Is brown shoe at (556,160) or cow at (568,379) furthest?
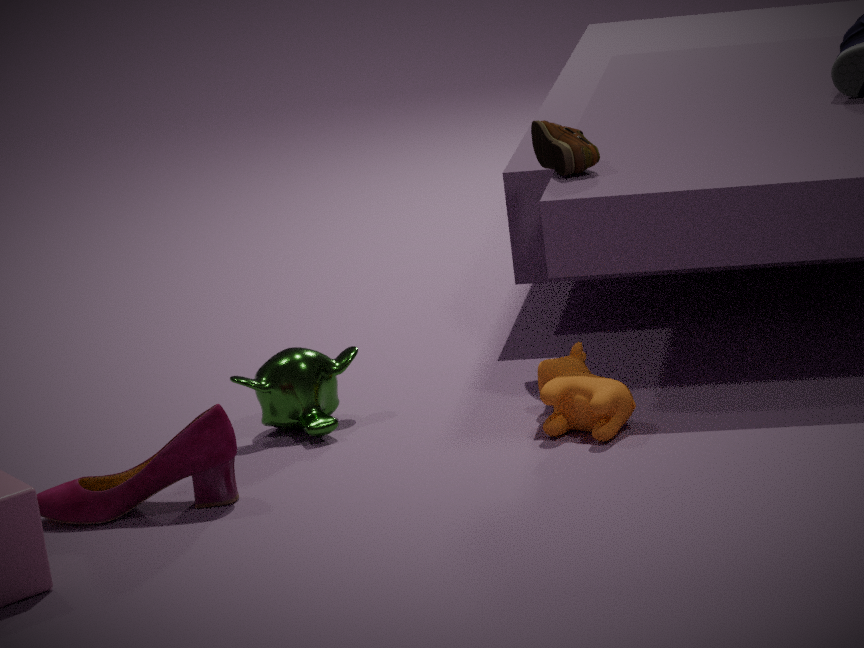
brown shoe at (556,160)
